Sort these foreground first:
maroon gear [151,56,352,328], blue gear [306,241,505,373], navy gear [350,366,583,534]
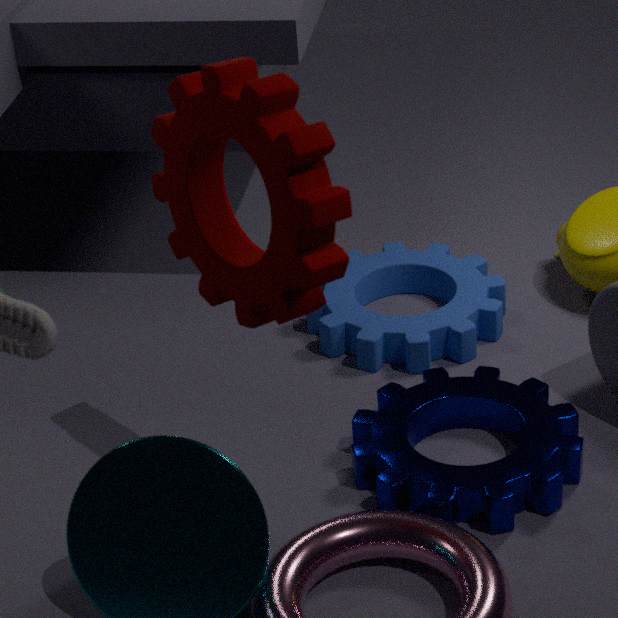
maroon gear [151,56,352,328], navy gear [350,366,583,534], blue gear [306,241,505,373]
